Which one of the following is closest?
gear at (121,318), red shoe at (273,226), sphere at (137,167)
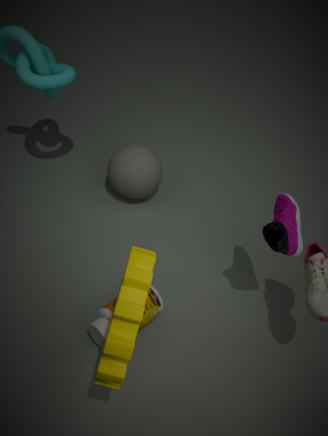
gear at (121,318)
